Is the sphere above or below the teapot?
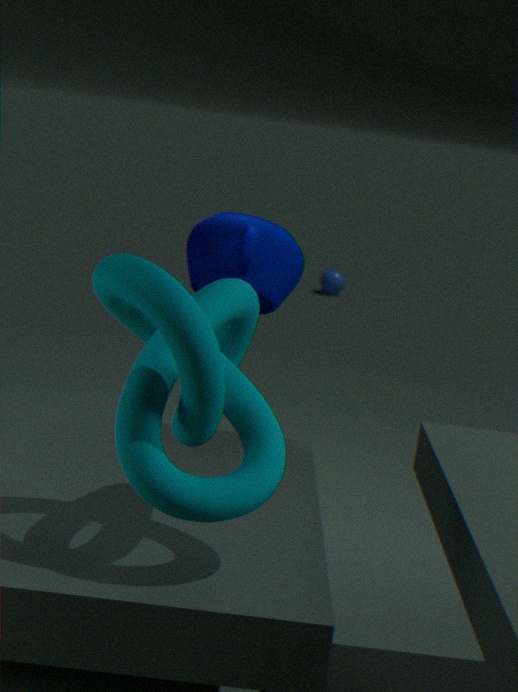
below
